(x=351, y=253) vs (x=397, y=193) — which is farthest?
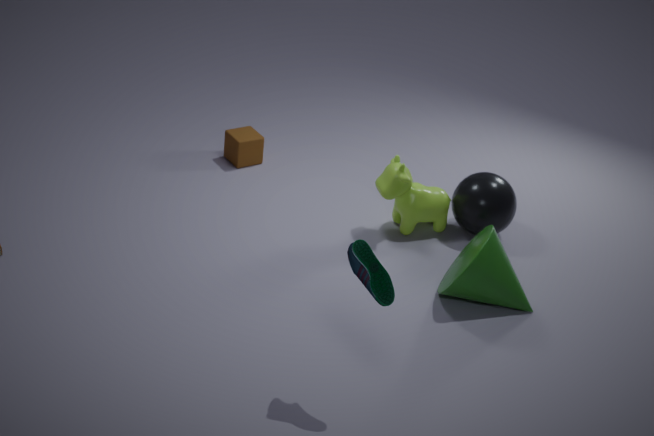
(x=397, y=193)
